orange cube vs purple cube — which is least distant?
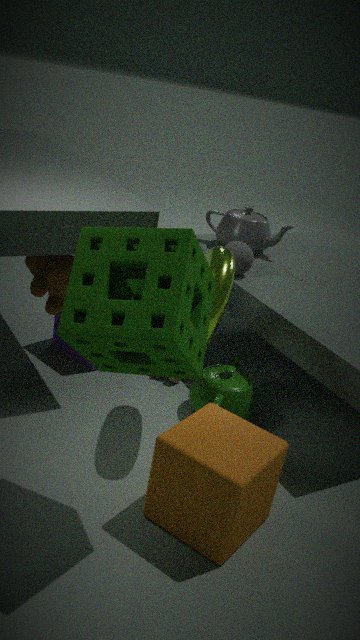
orange cube
